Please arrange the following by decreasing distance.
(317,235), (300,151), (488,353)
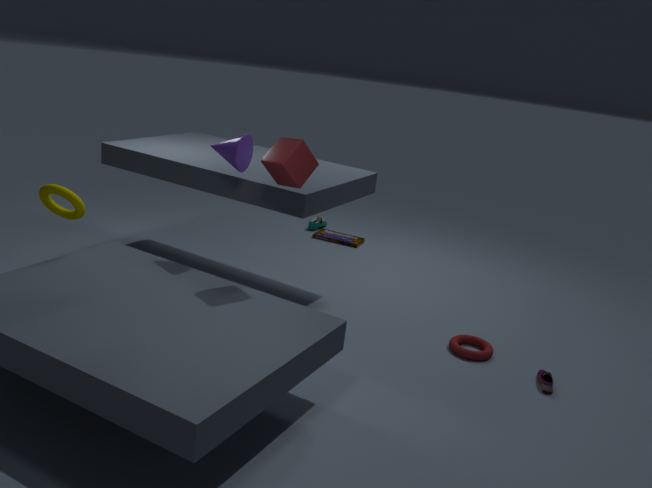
1. (317,235)
2. (488,353)
3. (300,151)
